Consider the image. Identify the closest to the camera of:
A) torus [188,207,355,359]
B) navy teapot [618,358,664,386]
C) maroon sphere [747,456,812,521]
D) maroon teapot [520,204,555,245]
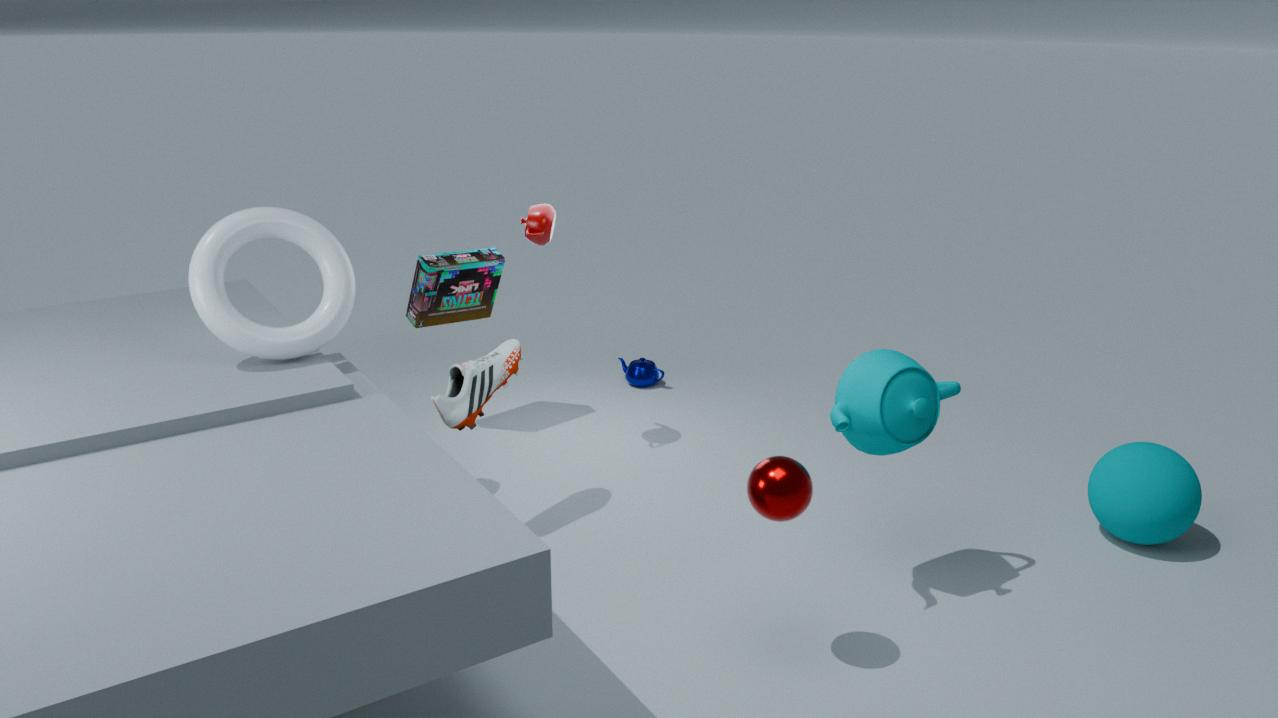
maroon sphere [747,456,812,521]
